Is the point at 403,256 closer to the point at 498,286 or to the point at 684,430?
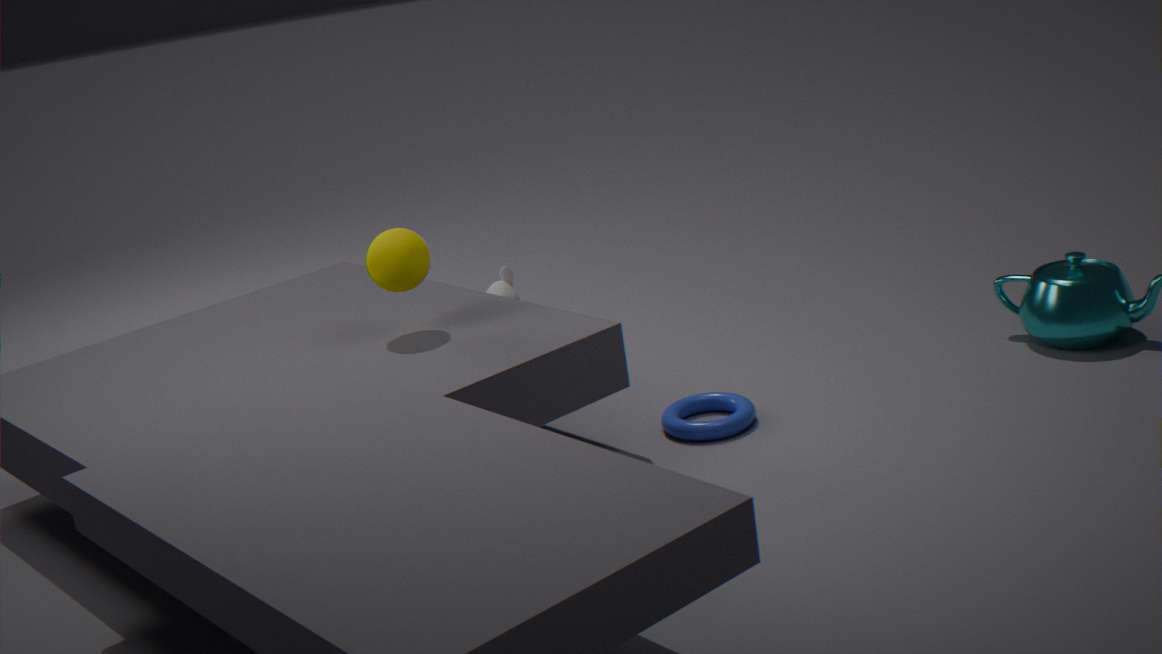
the point at 684,430
